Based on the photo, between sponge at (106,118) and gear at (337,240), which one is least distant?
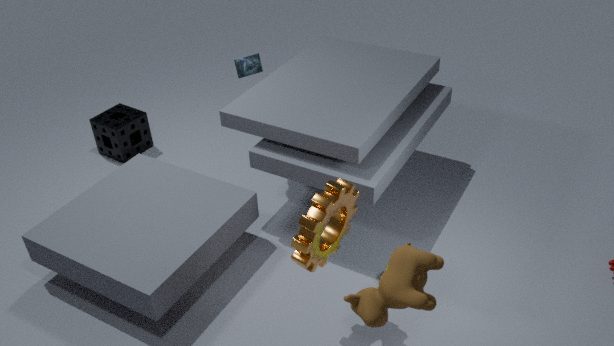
gear at (337,240)
